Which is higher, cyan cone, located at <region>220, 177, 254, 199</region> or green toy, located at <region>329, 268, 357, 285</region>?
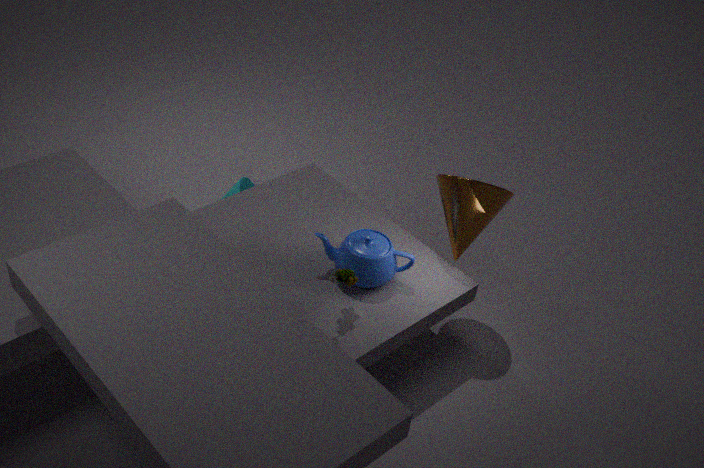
green toy, located at <region>329, 268, 357, 285</region>
